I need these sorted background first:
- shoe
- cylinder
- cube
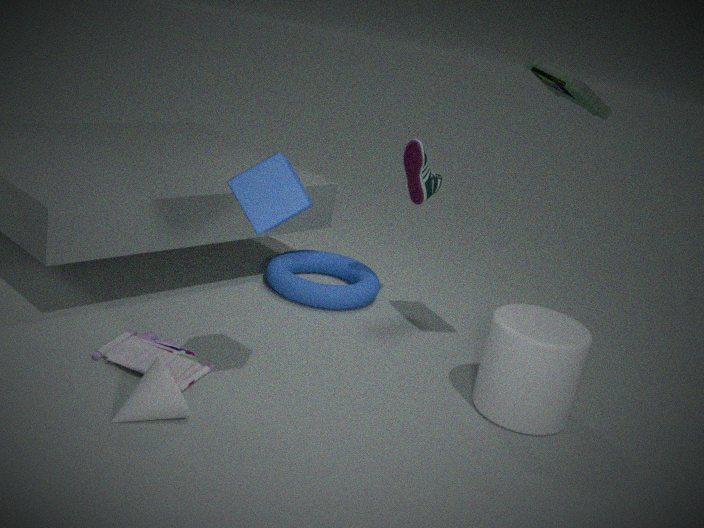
shoe, cylinder, cube
